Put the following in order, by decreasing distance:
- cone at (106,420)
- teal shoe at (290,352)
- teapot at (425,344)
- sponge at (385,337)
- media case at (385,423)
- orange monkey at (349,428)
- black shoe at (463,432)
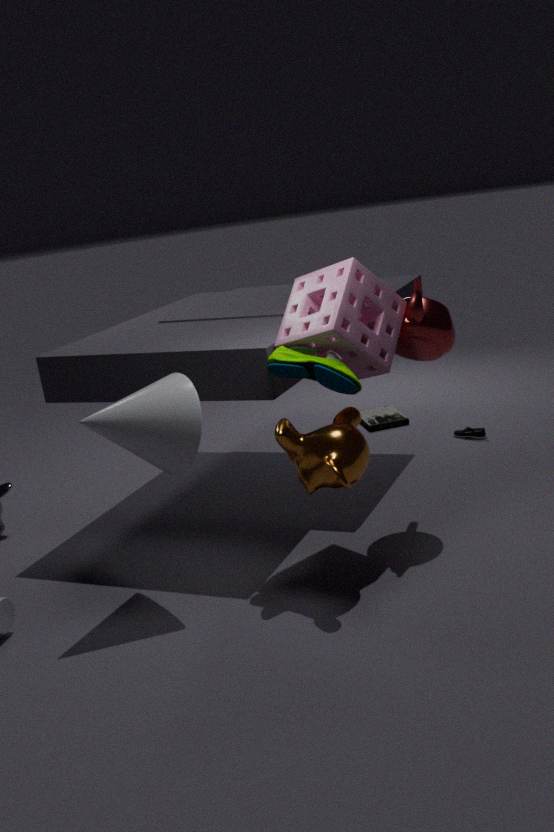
media case at (385,423)
black shoe at (463,432)
teapot at (425,344)
sponge at (385,337)
teal shoe at (290,352)
cone at (106,420)
orange monkey at (349,428)
